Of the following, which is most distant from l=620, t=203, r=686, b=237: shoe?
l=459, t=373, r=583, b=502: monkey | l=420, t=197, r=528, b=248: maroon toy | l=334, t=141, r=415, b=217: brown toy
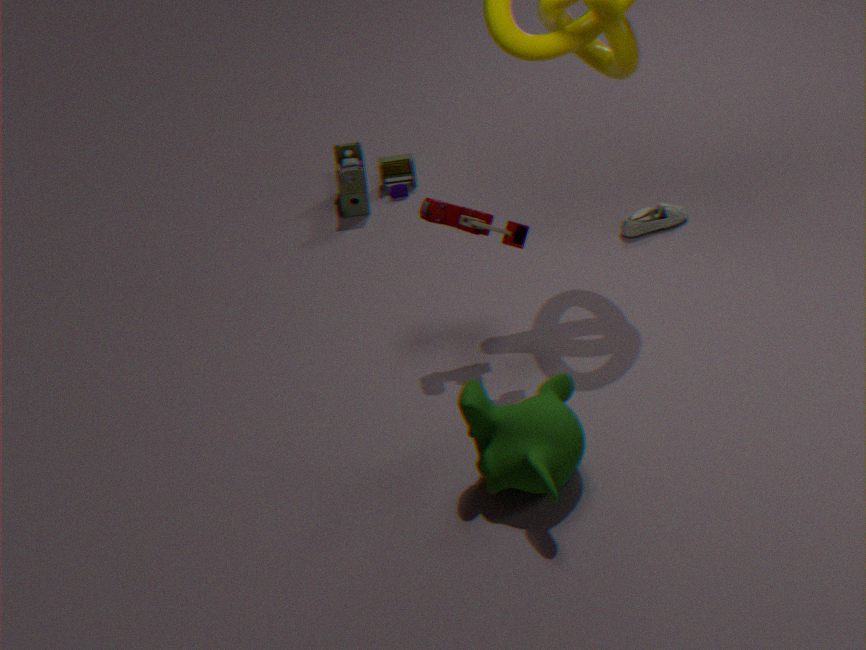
l=459, t=373, r=583, b=502: monkey
